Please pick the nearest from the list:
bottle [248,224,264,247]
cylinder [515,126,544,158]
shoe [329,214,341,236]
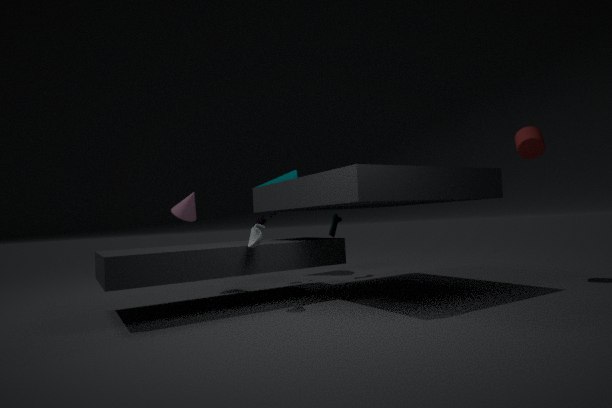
bottle [248,224,264,247]
